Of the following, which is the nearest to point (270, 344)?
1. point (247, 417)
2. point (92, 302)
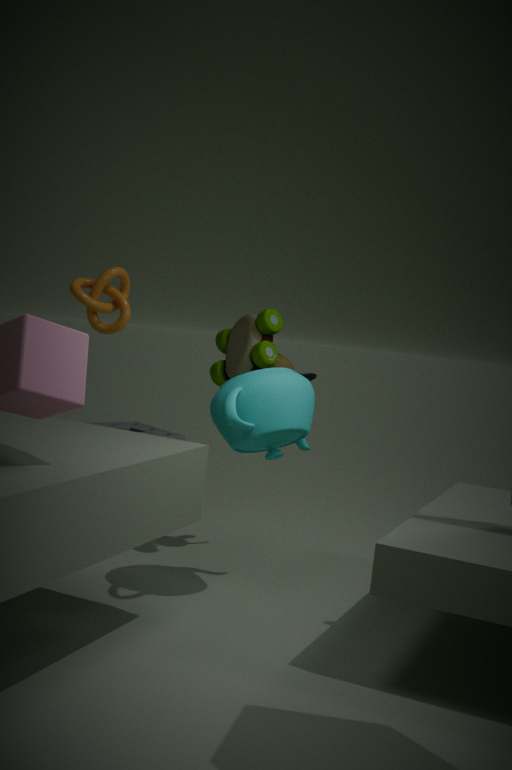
point (247, 417)
